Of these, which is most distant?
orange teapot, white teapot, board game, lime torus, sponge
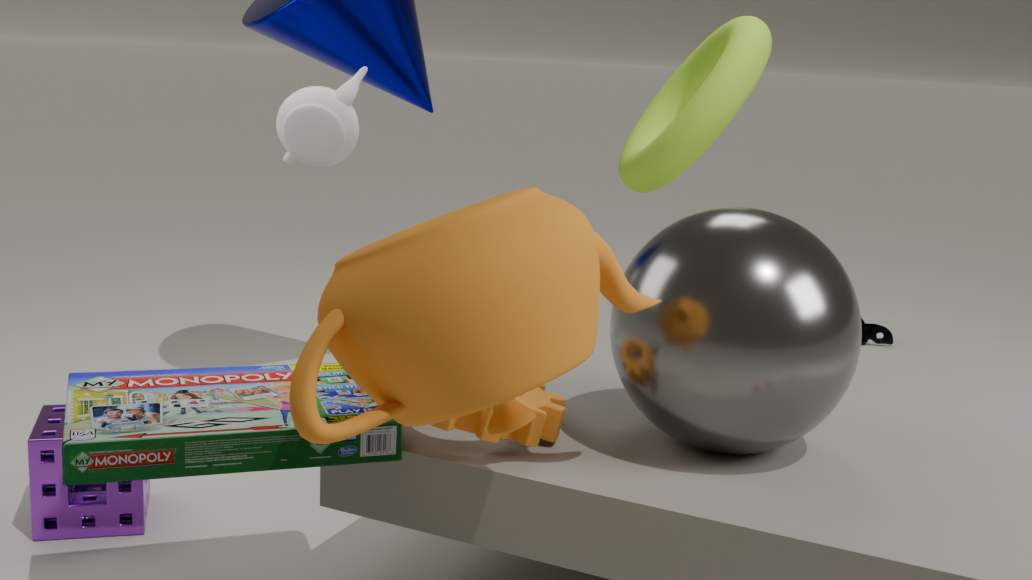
lime torus
